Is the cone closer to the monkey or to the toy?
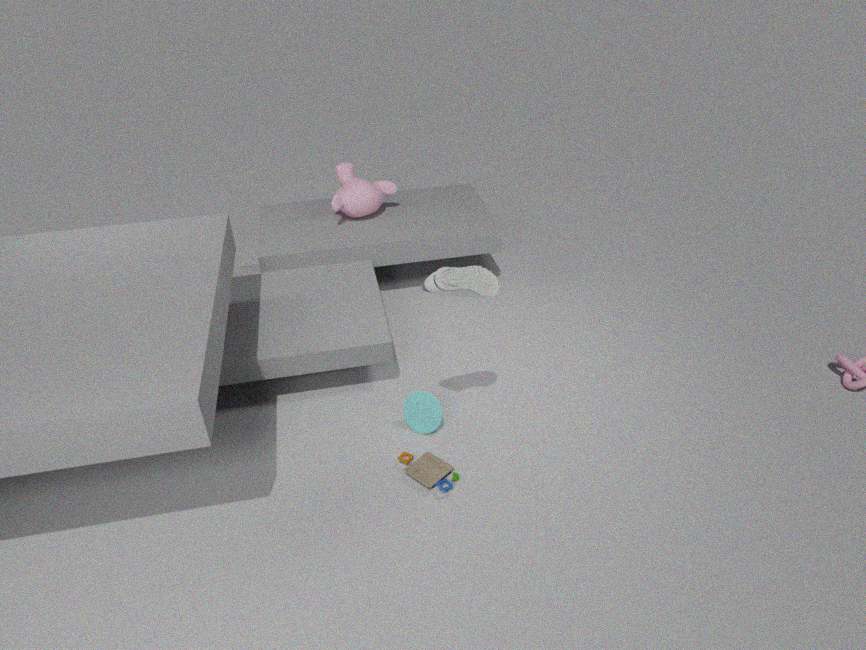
the toy
